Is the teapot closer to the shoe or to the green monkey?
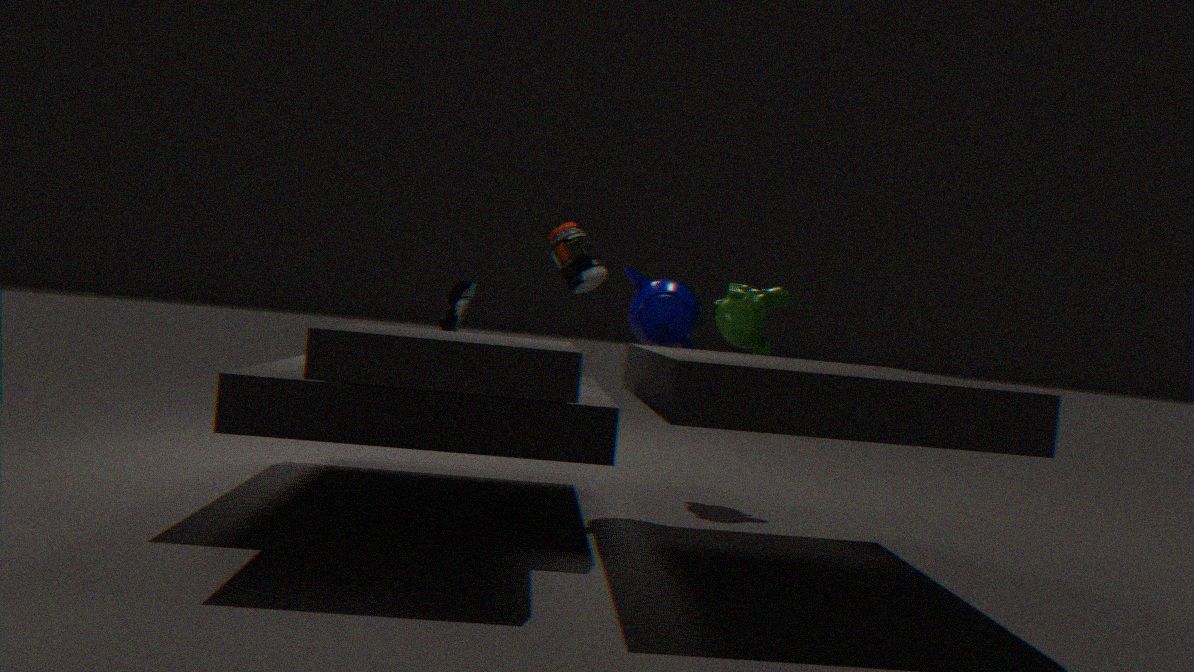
the green monkey
